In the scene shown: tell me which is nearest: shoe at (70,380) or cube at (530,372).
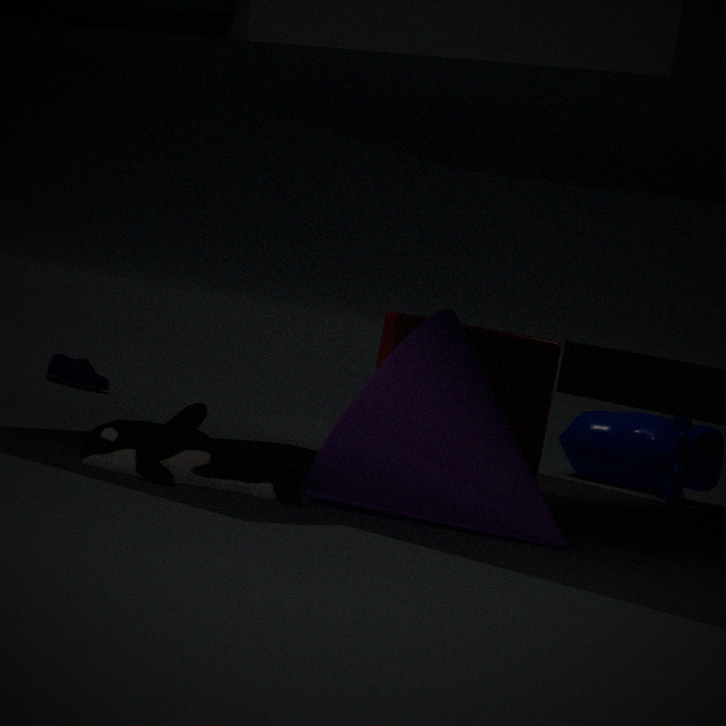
cube at (530,372)
